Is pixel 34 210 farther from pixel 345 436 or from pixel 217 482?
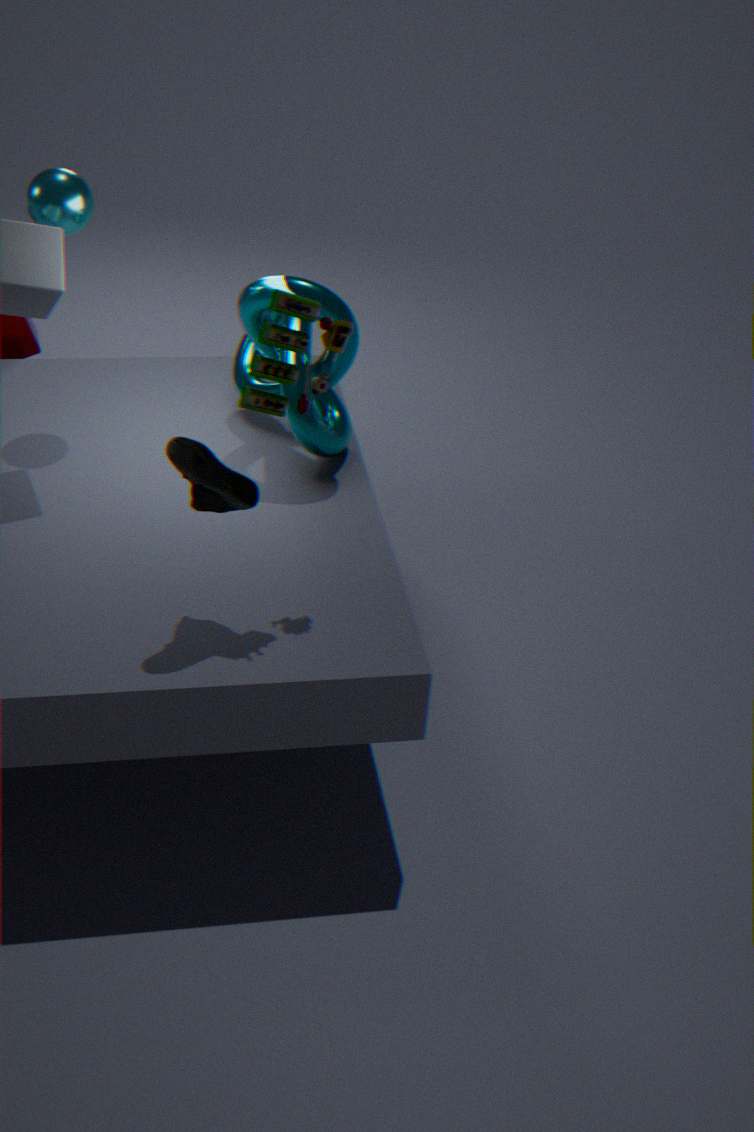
pixel 217 482
